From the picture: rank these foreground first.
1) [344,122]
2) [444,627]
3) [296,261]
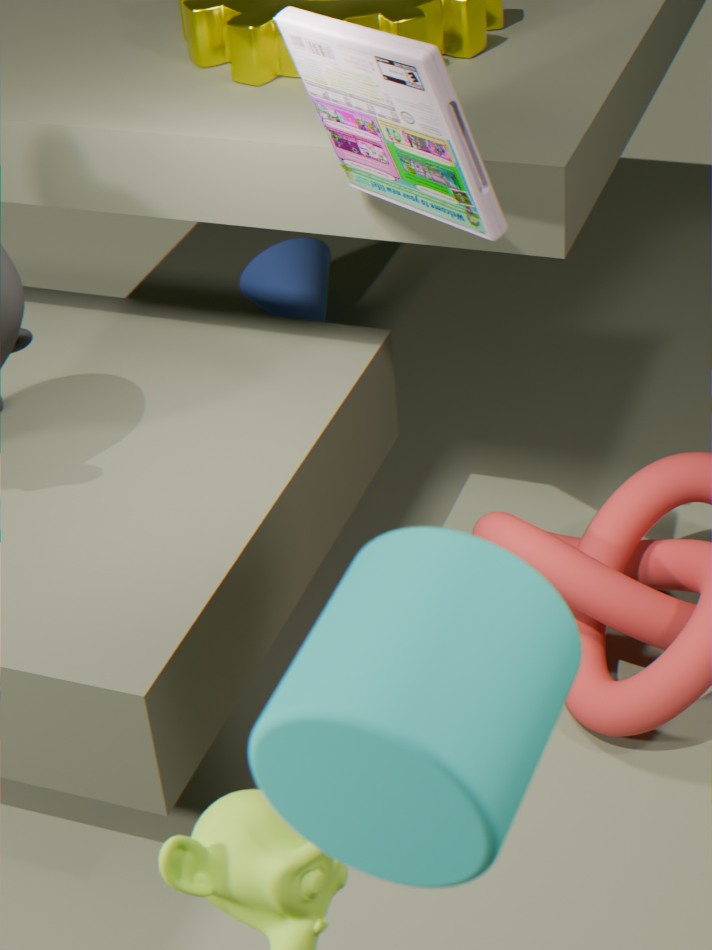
2. [444,627] → 1. [344,122] → 3. [296,261]
